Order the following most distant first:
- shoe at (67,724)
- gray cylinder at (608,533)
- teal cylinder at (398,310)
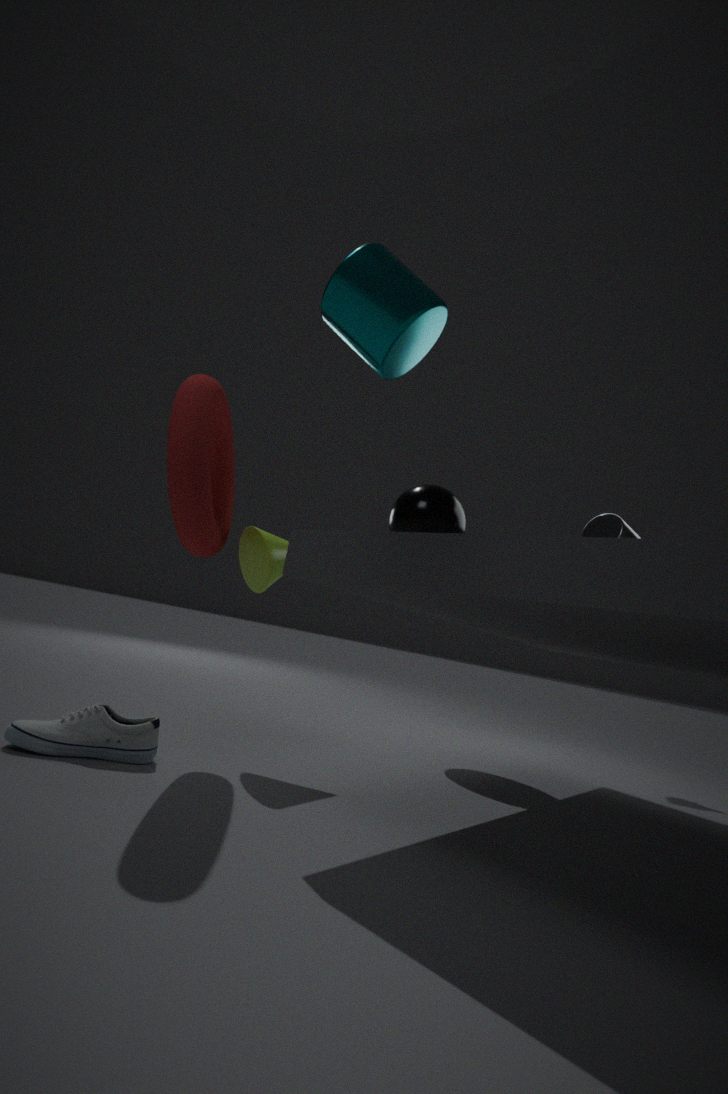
gray cylinder at (608,533), shoe at (67,724), teal cylinder at (398,310)
